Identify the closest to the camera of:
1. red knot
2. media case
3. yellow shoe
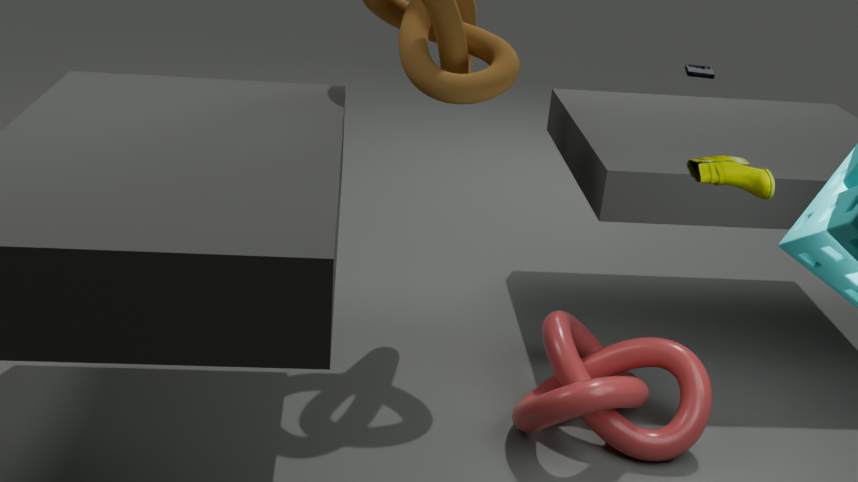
yellow shoe
